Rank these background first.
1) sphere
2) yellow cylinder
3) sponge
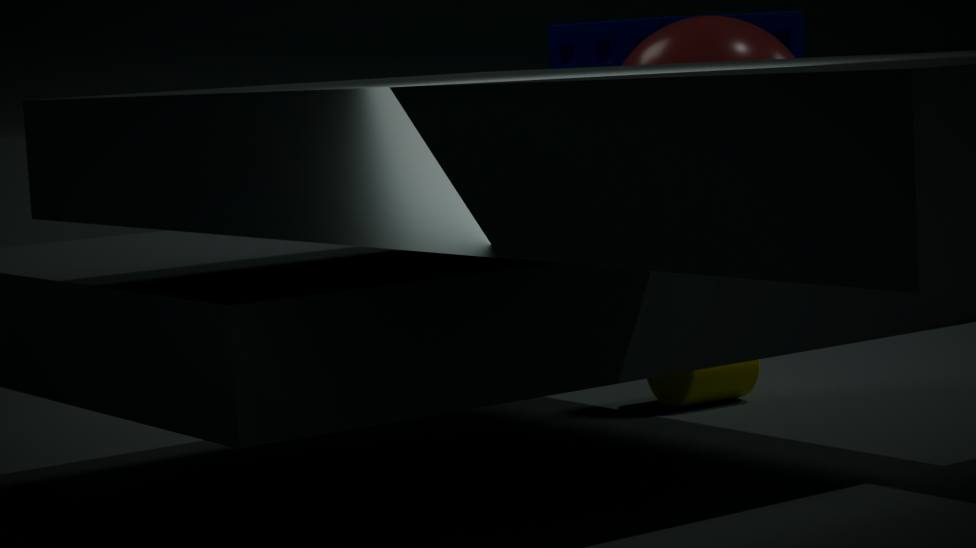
2. yellow cylinder → 3. sponge → 1. sphere
